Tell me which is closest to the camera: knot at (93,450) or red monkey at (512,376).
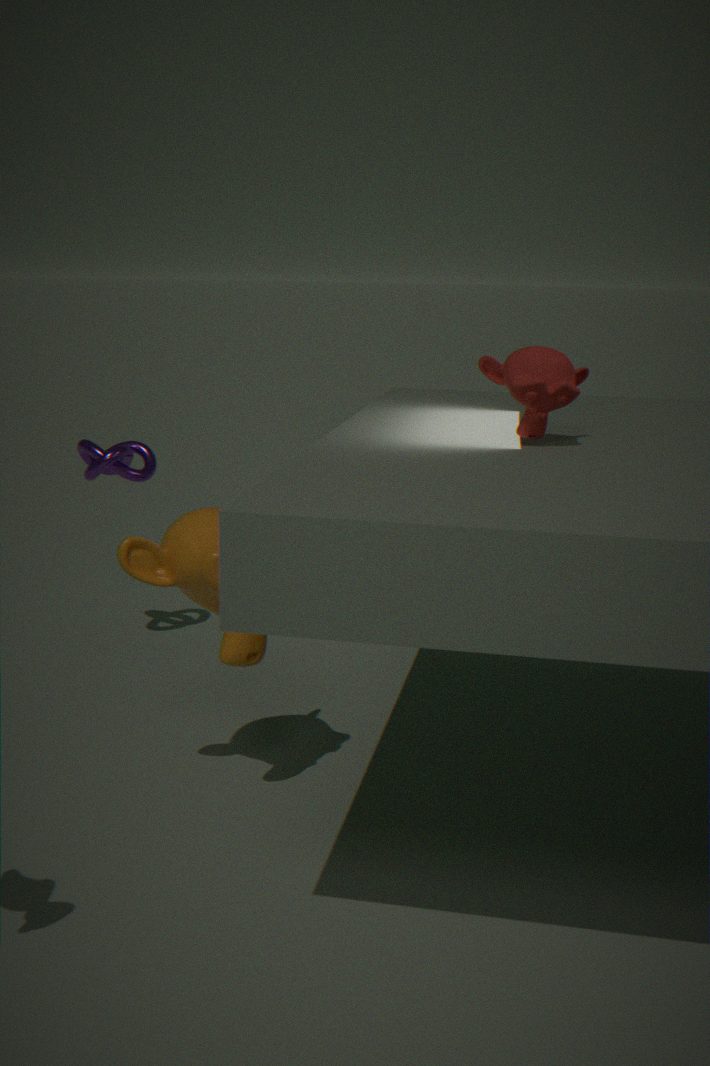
red monkey at (512,376)
